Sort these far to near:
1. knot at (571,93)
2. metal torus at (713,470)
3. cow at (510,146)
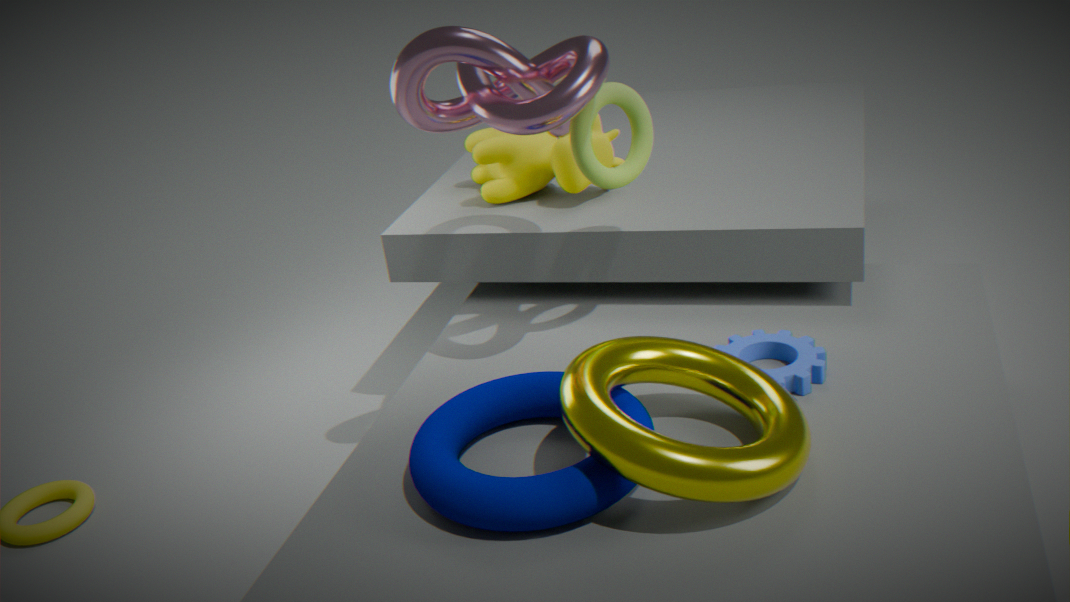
cow at (510,146), knot at (571,93), metal torus at (713,470)
